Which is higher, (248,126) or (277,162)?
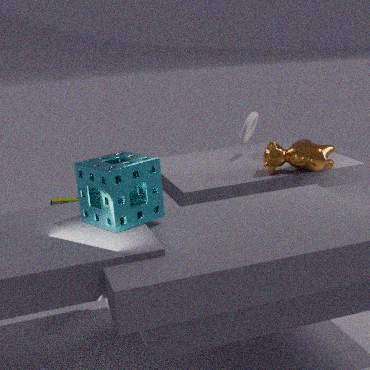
(248,126)
